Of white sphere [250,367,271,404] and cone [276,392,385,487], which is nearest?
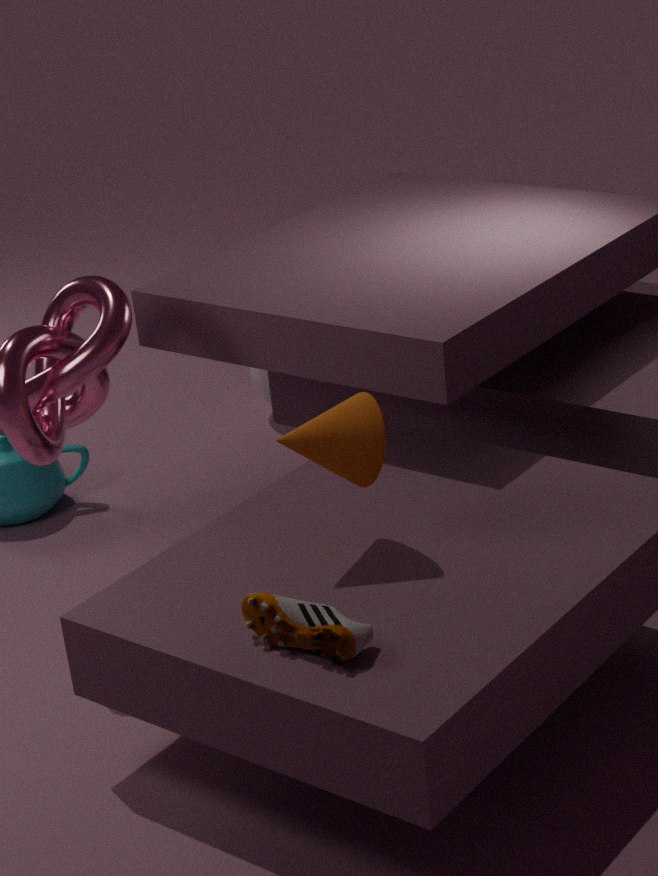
cone [276,392,385,487]
